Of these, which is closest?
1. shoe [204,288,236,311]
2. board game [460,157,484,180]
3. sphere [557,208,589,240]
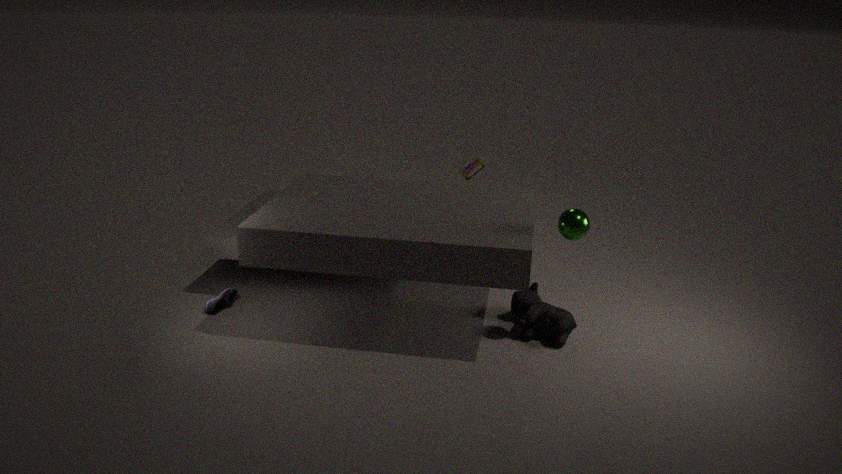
sphere [557,208,589,240]
